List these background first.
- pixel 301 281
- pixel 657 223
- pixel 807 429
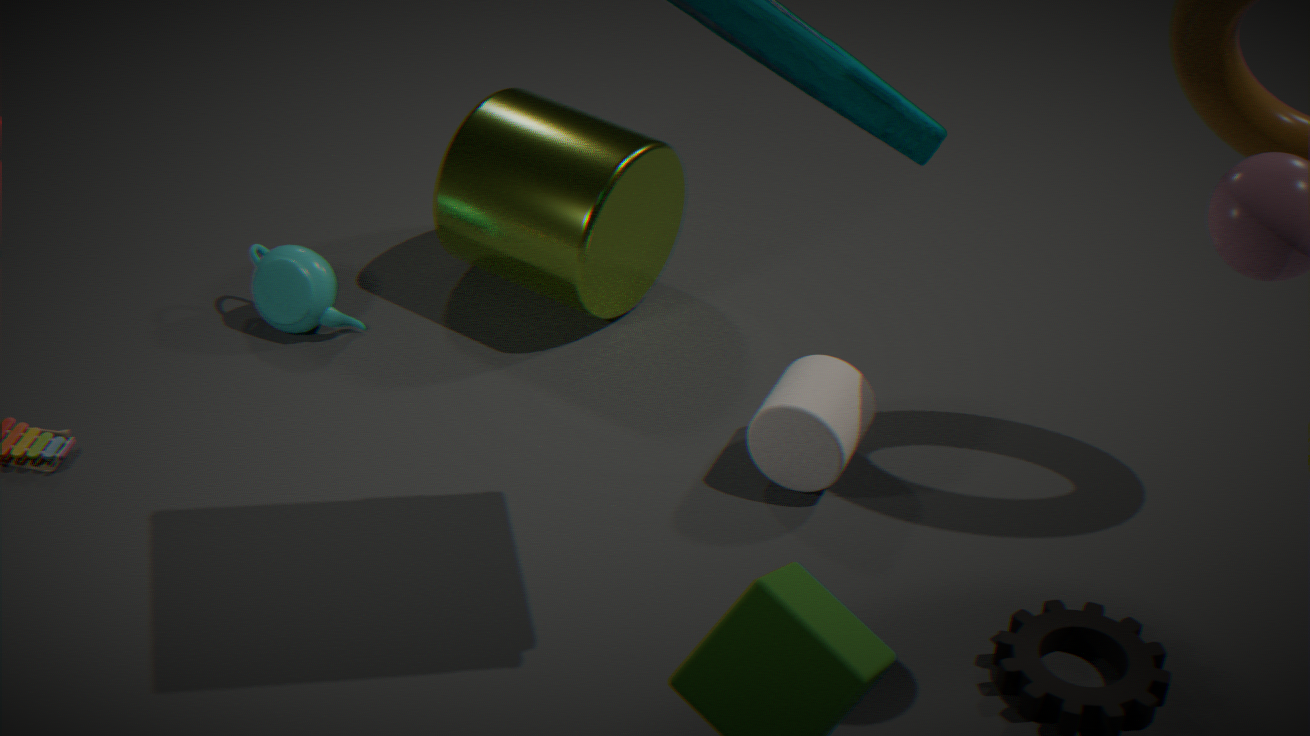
pixel 657 223 → pixel 301 281 → pixel 807 429
